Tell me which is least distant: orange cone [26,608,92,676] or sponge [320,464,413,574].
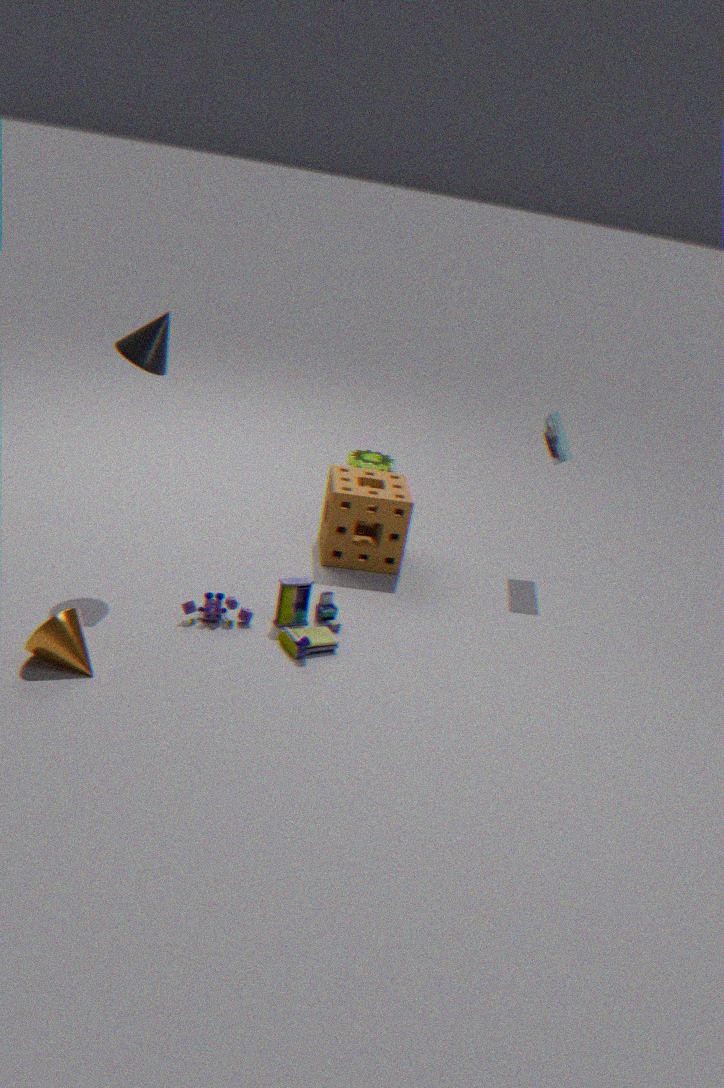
orange cone [26,608,92,676]
